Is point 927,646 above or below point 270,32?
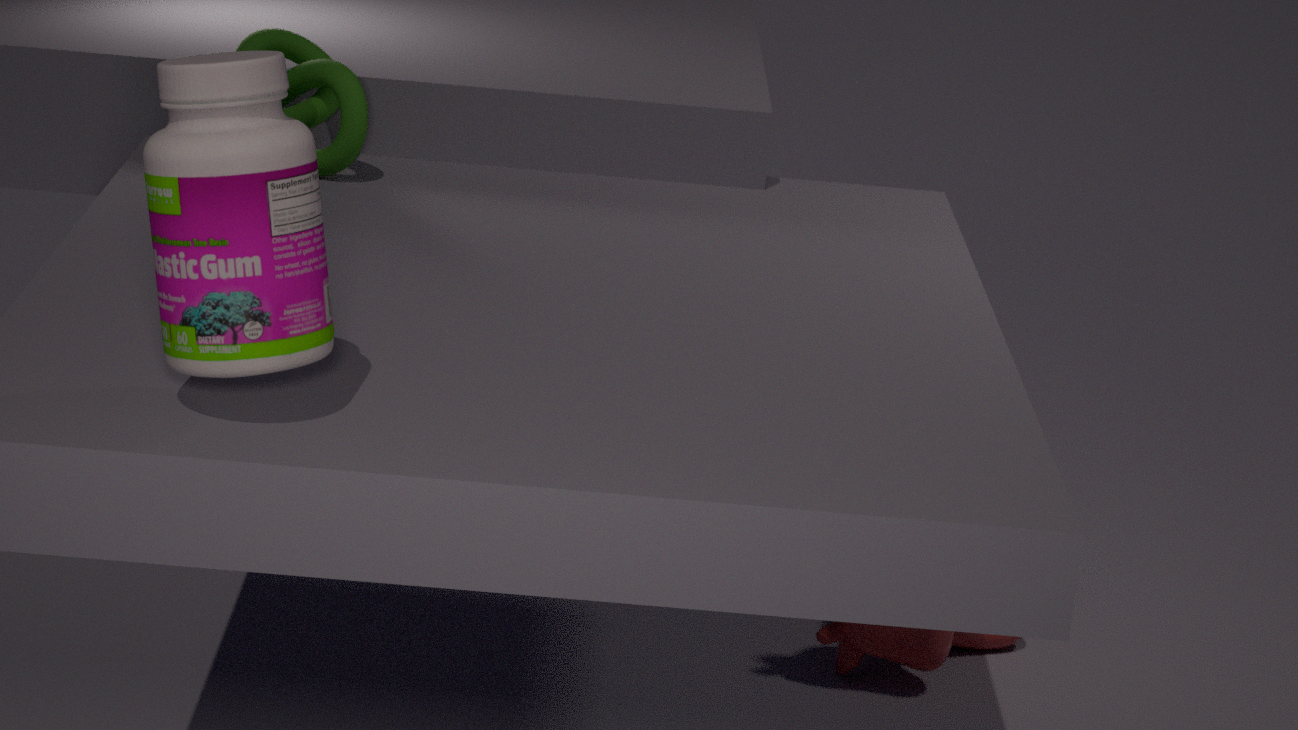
below
